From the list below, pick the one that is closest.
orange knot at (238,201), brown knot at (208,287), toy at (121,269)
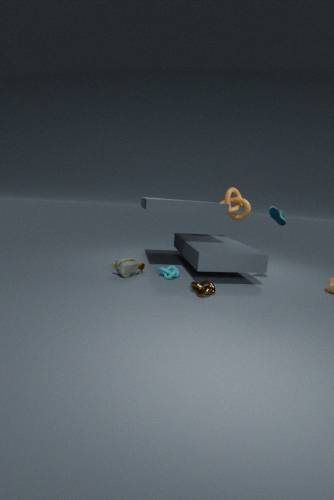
brown knot at (208,287)
